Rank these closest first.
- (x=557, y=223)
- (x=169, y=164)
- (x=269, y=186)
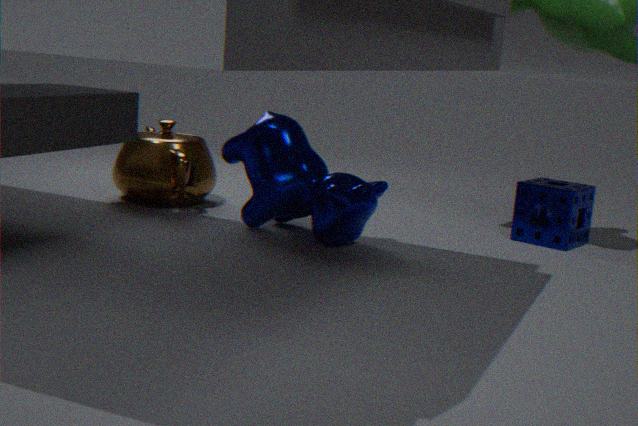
1. (x=269, y=186)
2. (x=557, y=223)
3. (x=169, y=164)
